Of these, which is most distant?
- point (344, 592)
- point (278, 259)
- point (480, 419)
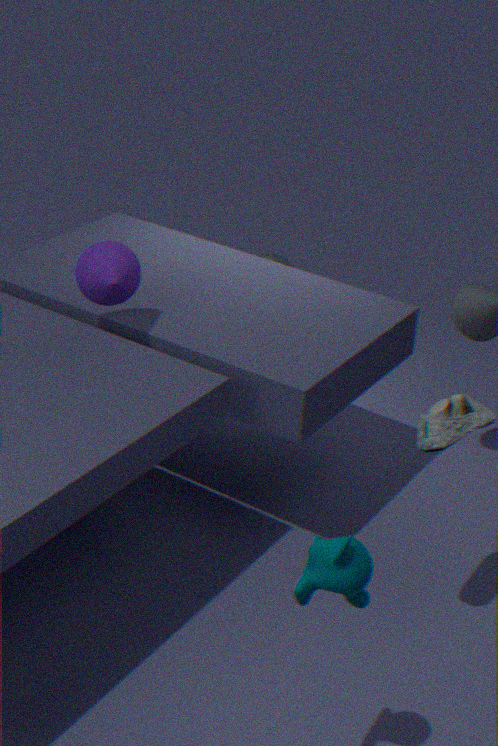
point (278, 259)
